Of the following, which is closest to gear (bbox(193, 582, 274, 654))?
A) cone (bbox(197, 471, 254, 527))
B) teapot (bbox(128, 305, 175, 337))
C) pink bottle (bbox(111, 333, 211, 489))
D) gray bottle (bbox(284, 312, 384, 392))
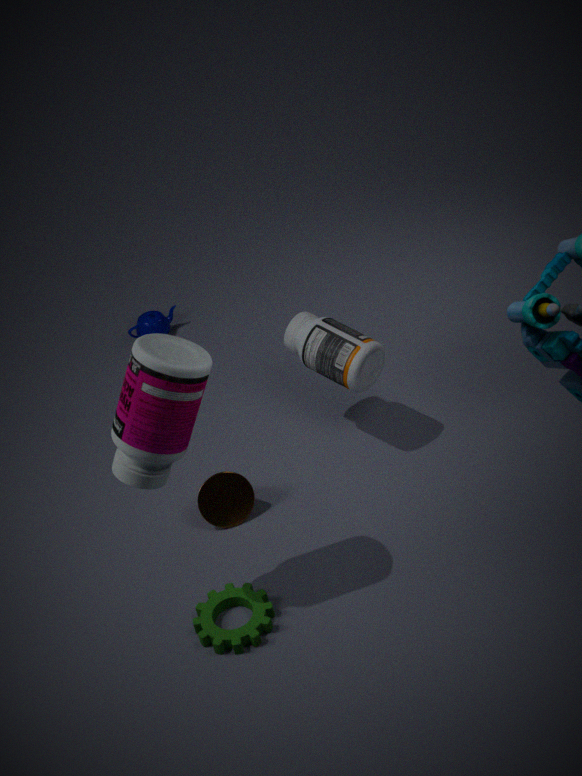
cone (bbox(197, 471, 254, 527))
